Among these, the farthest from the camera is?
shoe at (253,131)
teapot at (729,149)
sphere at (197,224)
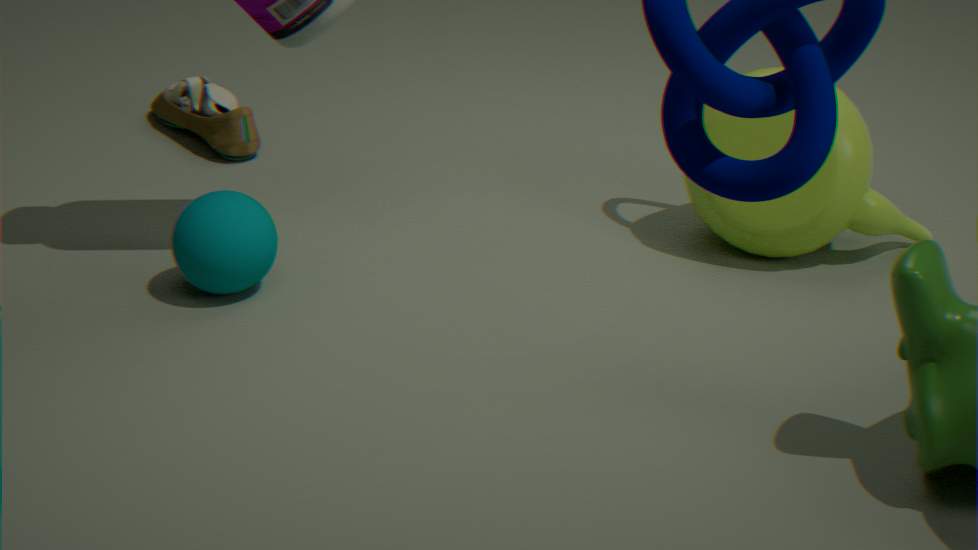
shoe at (253,131)
